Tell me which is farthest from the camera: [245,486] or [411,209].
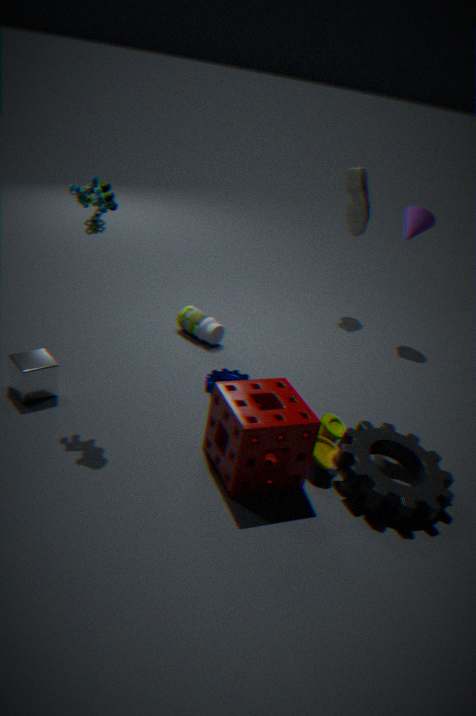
[411,209]
